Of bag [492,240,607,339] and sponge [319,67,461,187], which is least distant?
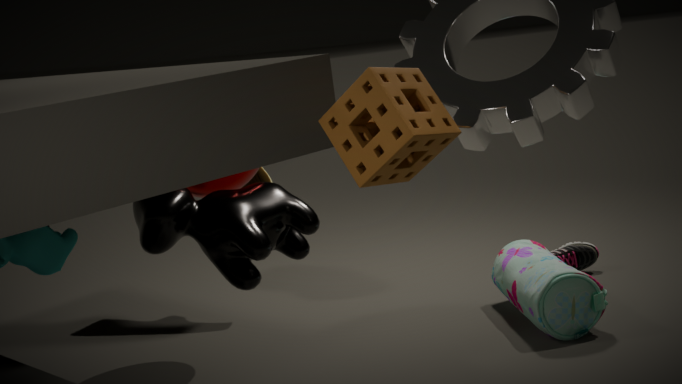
sponge [319,67,461,187]
